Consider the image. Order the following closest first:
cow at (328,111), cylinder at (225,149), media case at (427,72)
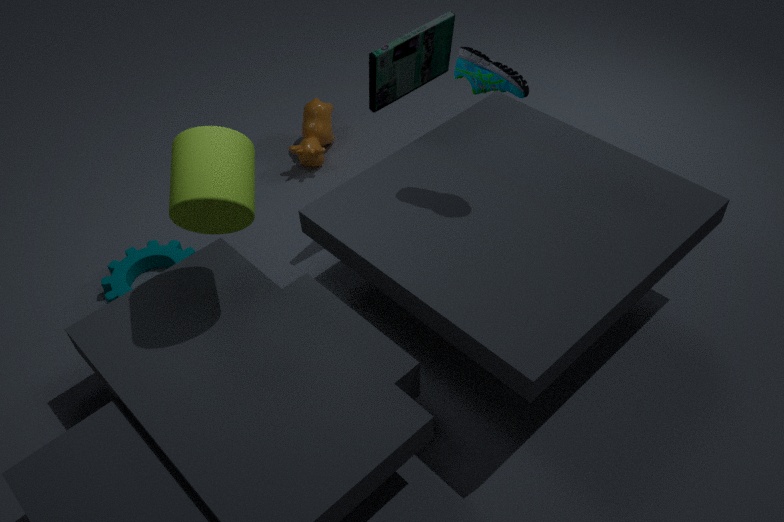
cylinder at (225,149), media case at (427,72), cow at (328,111)
